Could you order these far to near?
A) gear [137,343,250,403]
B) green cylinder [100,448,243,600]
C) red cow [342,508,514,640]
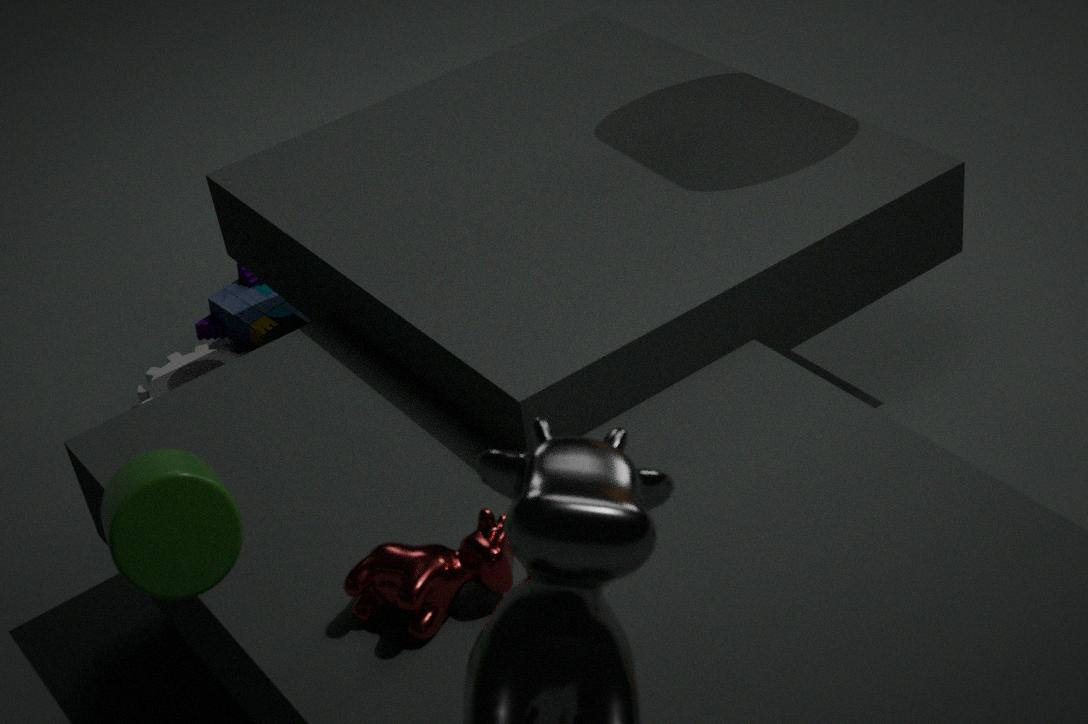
gear [137,343,250,403], red cow [342,508,514,640], green cylinder [100,448,243,600]
